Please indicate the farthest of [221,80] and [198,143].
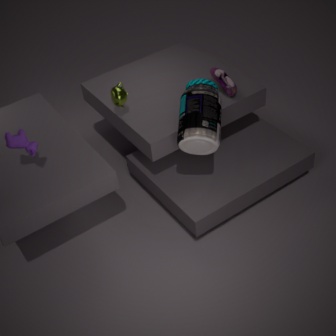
[221,80]
